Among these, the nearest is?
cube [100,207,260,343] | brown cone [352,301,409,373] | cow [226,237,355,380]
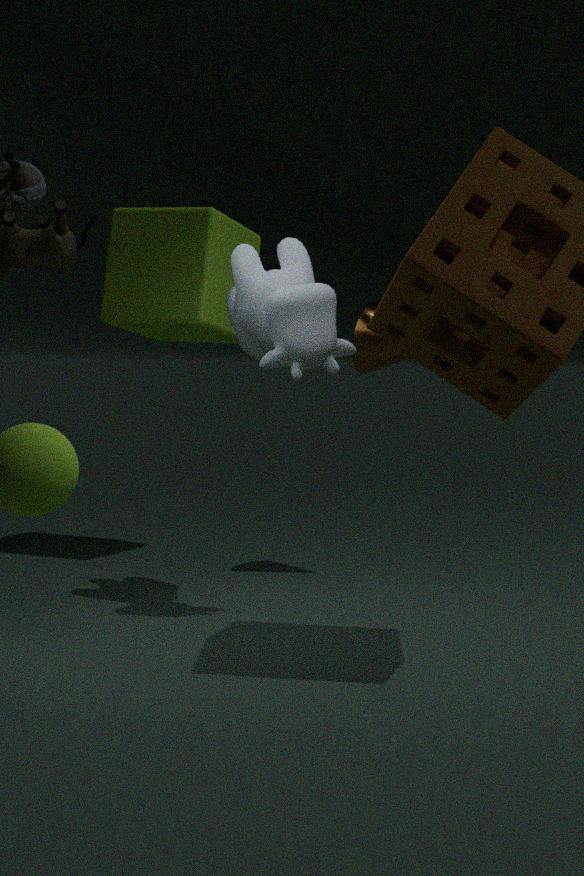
cow [226,237,355,380]
